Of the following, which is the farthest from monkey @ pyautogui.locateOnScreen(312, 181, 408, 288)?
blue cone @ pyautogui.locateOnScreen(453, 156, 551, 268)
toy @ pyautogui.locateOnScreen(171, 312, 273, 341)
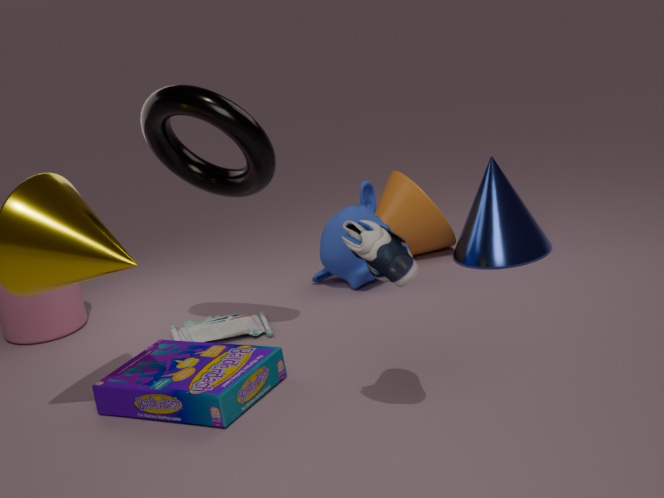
toy @ pyautogui.locateOnScreen(171, 312, 273, 341)
